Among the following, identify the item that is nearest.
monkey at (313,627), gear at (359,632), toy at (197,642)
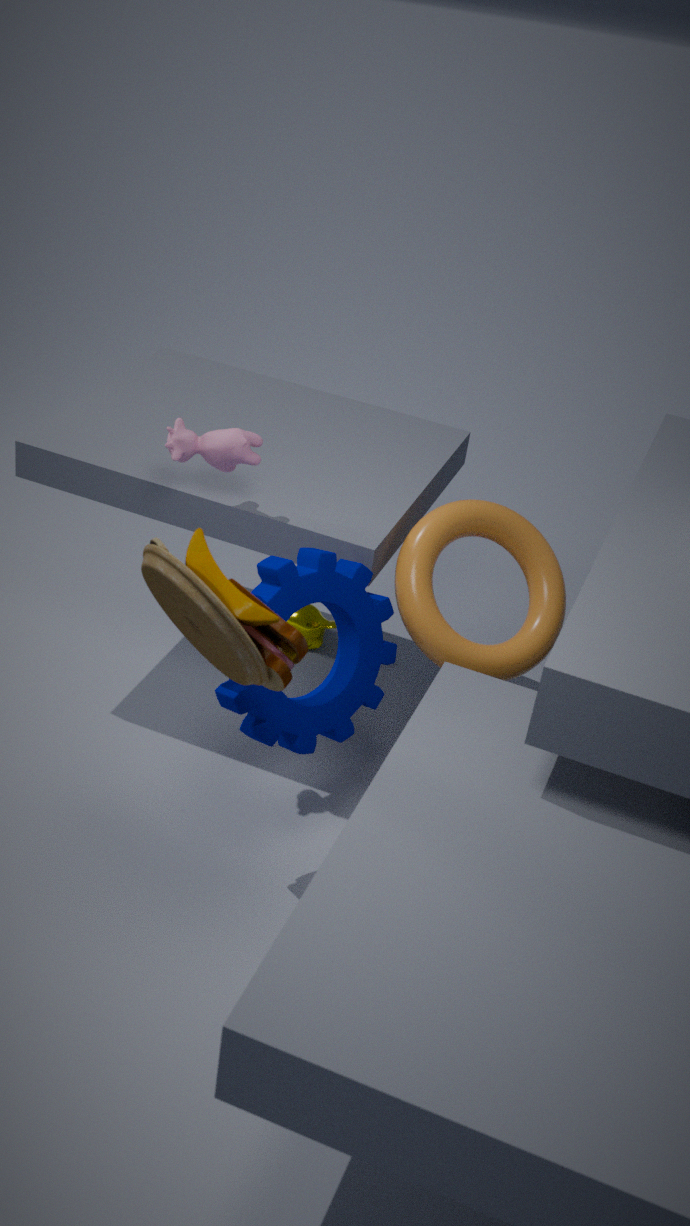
toy at (197,642)
